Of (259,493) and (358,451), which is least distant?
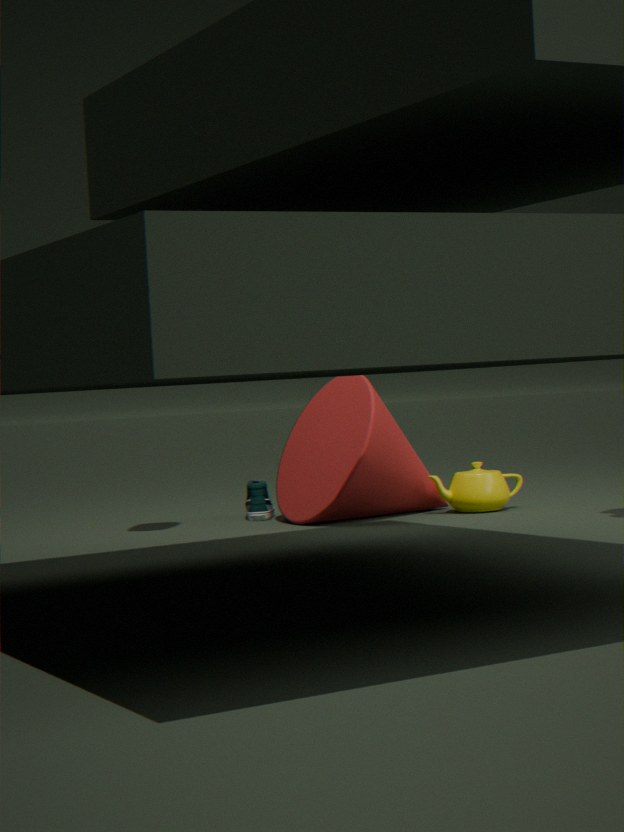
(358,451)
